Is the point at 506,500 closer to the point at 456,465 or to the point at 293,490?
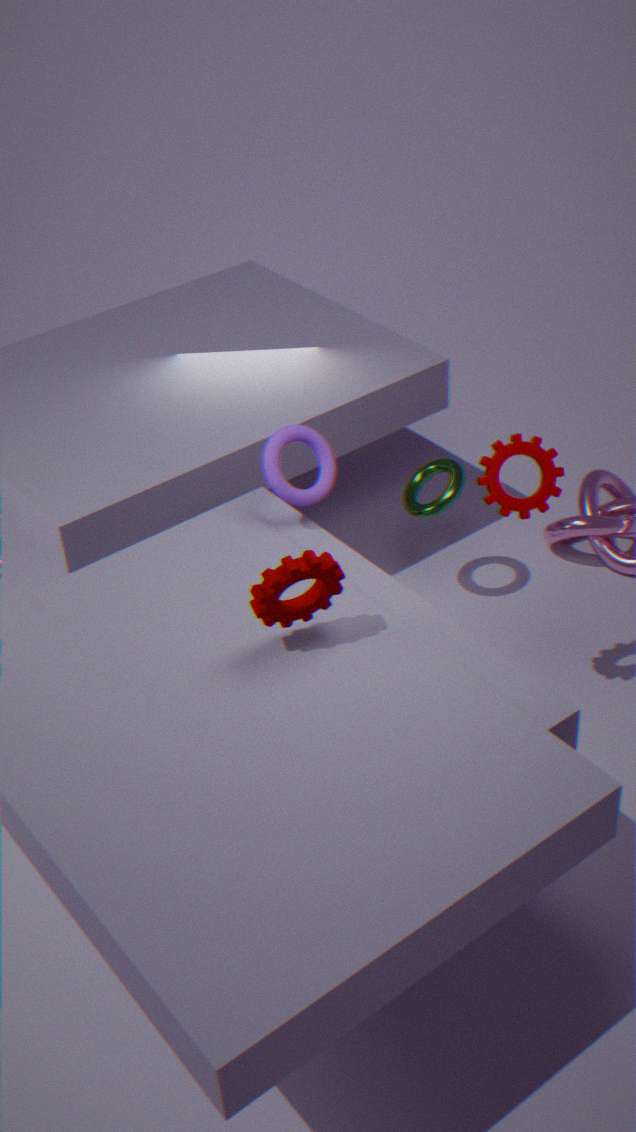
the point at 293,490
